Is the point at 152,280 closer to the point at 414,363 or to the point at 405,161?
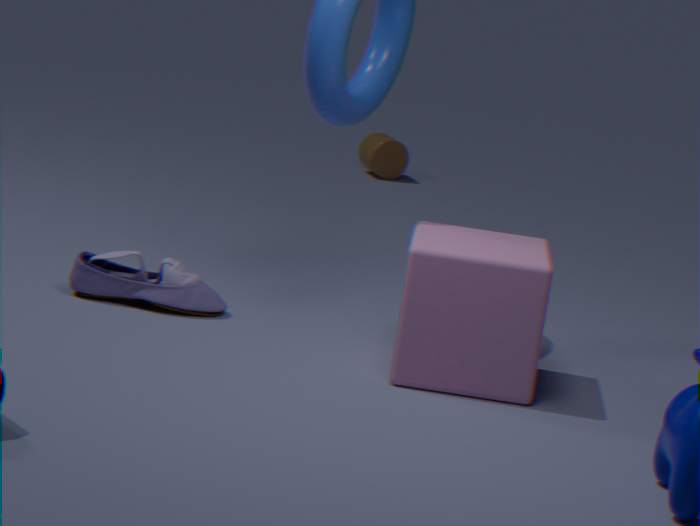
the point at 414,363
